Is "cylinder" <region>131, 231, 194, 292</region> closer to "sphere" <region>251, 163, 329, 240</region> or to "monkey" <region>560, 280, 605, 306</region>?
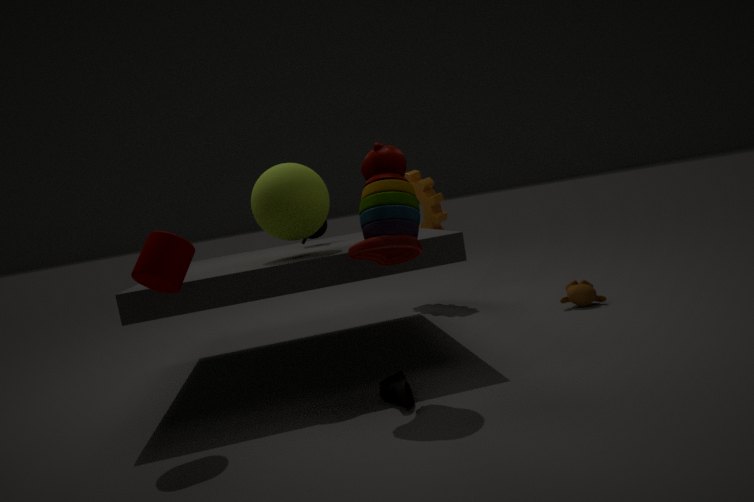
"sphere" <region>251, 163, 329, 240</region>
